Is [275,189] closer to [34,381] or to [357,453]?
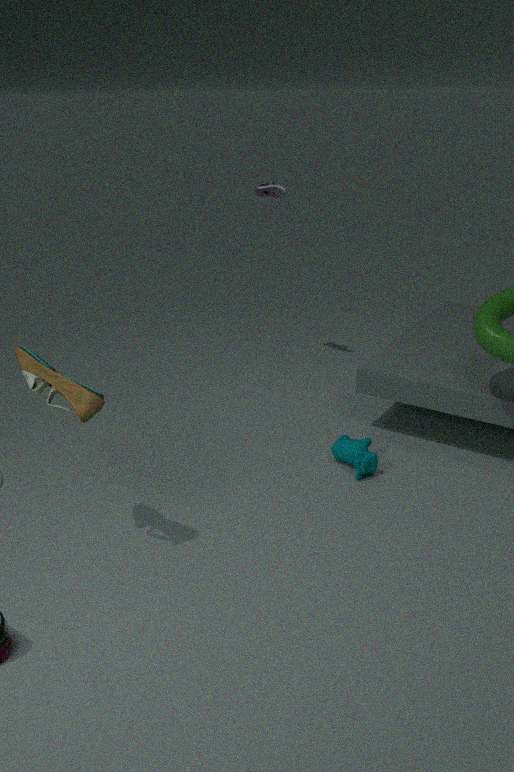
[357,453]
